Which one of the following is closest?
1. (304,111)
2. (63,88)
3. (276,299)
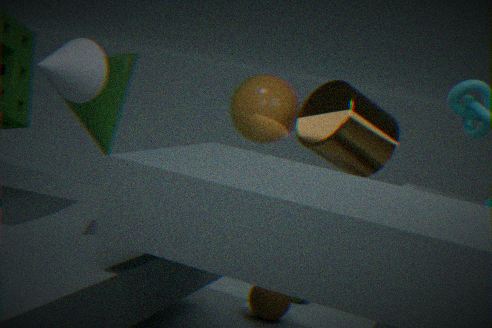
(63,88)
